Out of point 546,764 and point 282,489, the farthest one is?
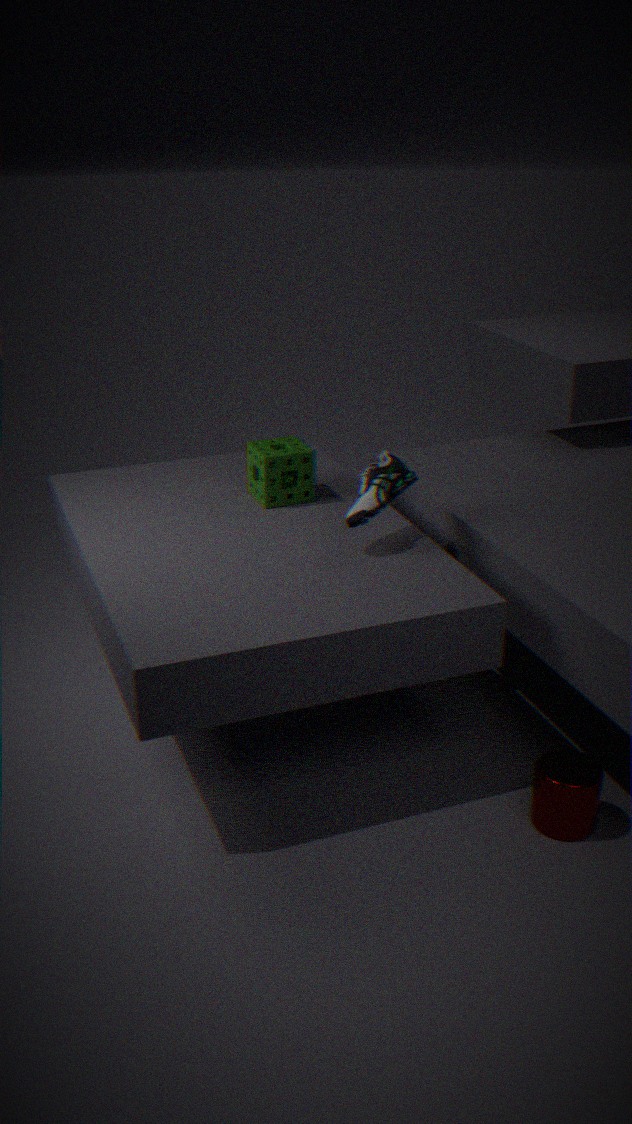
point 282,489
